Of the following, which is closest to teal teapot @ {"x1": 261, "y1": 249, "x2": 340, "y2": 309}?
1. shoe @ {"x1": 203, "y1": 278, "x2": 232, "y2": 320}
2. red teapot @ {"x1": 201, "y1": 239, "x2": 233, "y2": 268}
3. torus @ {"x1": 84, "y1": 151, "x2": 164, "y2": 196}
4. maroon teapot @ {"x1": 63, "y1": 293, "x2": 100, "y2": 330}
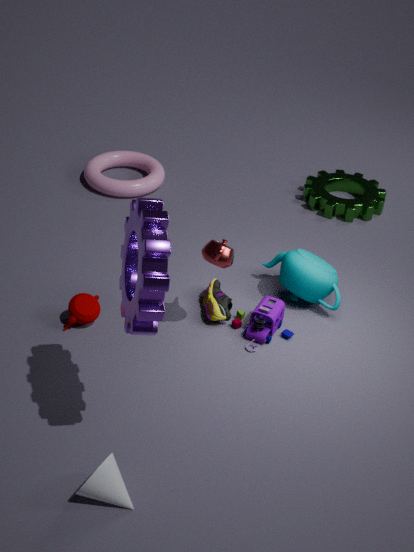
shoe @ {"x1": 203, "y1": 278, "x2": 232, "y2": 320}
